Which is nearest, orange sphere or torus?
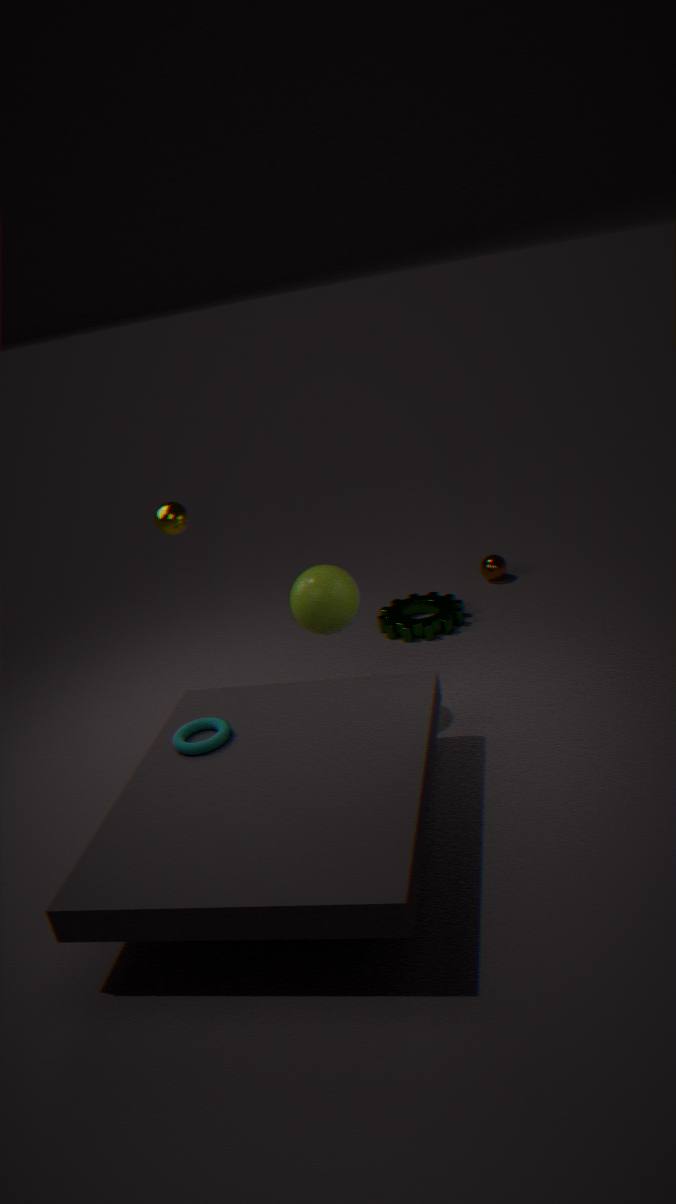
torus
